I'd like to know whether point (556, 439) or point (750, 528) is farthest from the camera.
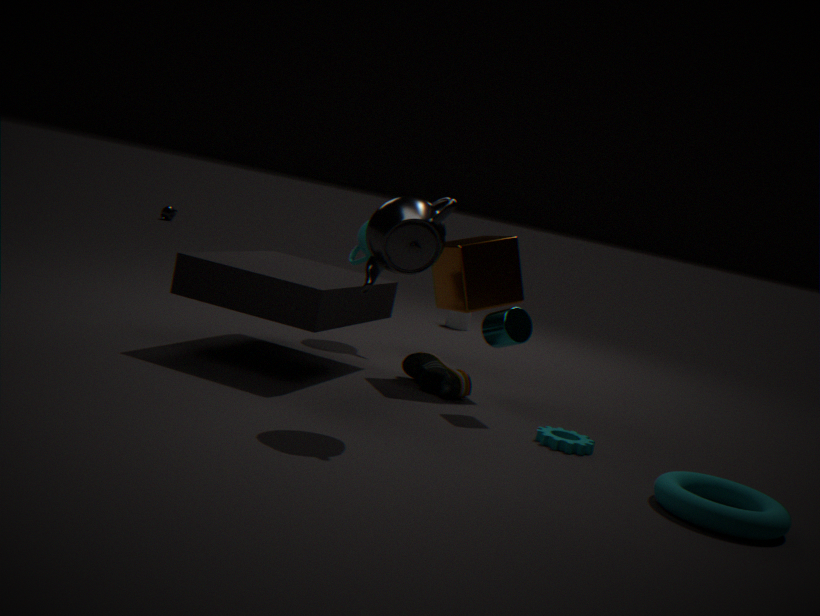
point (556, 439)
